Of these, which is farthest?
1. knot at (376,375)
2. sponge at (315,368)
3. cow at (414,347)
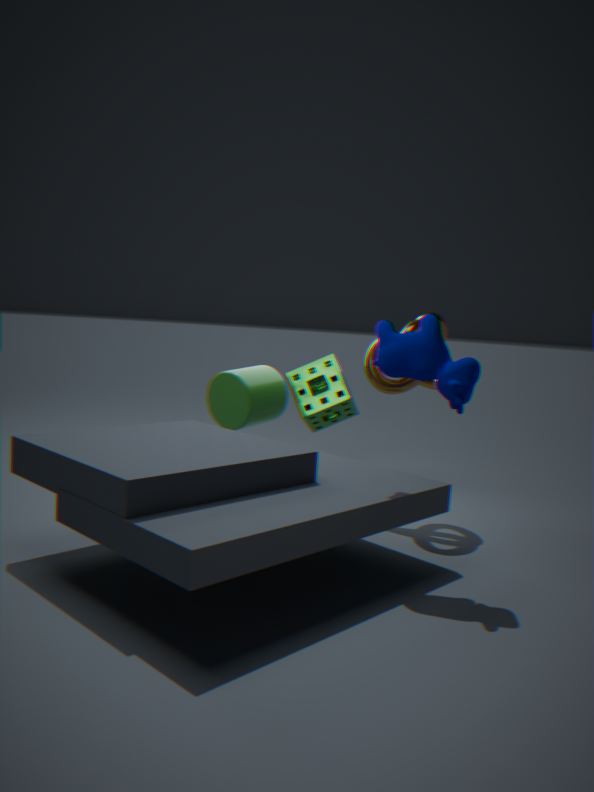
sponge at (315,368)
